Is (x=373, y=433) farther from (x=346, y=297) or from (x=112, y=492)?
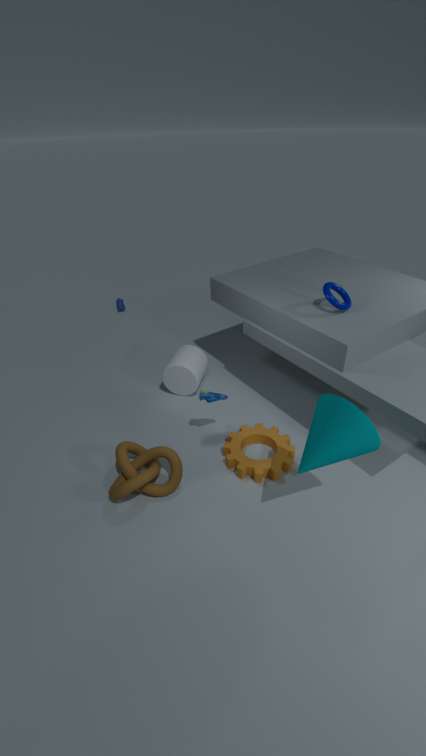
(x=112, y=492)
